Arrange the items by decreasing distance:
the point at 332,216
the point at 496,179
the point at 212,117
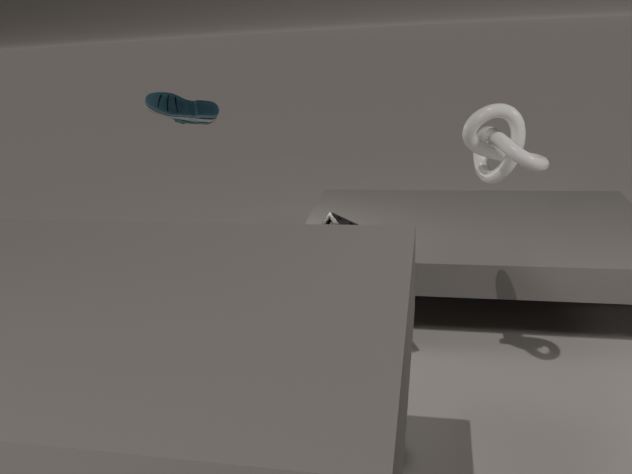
1. the point at 212,117
2. the point at 332,216
3. the point at 496,179
